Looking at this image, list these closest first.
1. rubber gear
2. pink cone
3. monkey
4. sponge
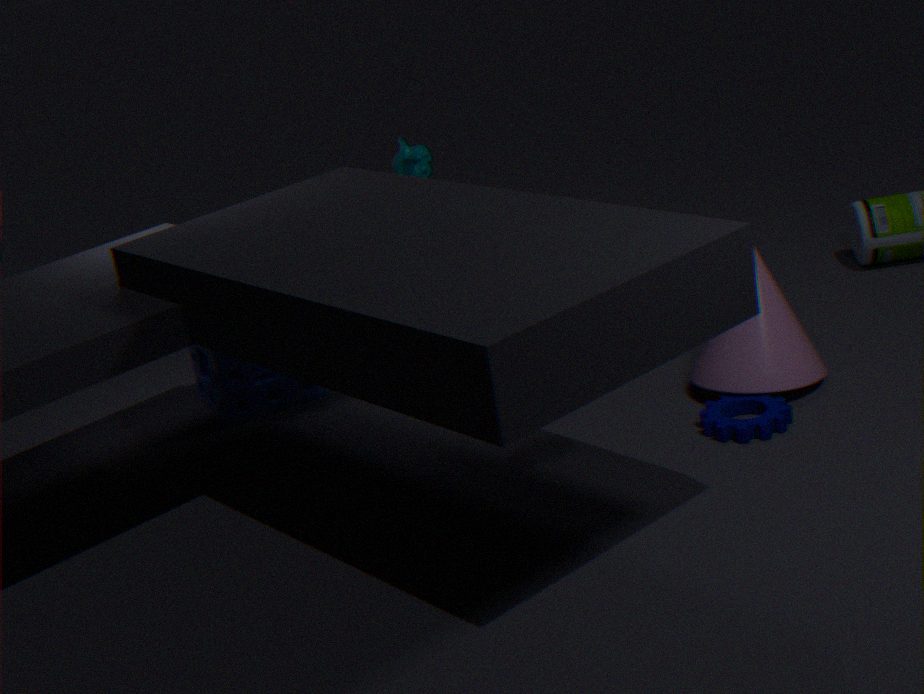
rubber gear < pink cone < sponge < monkey
